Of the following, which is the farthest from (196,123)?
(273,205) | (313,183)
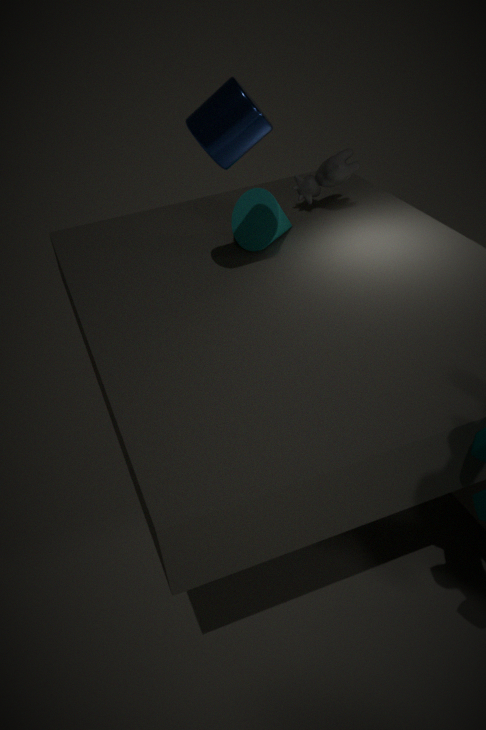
(313,183)
